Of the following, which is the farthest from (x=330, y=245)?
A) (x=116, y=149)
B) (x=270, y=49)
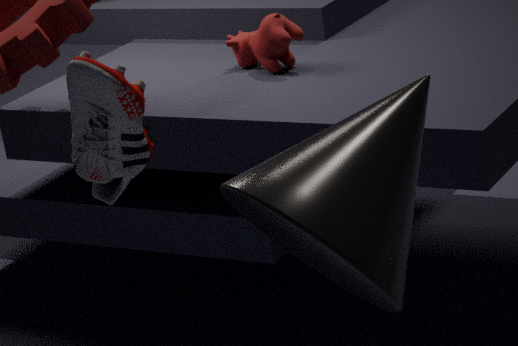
(x=270, y=49)
